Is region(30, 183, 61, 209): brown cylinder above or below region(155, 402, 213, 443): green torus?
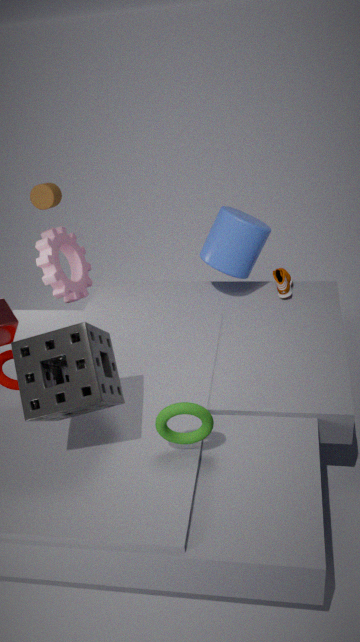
above
